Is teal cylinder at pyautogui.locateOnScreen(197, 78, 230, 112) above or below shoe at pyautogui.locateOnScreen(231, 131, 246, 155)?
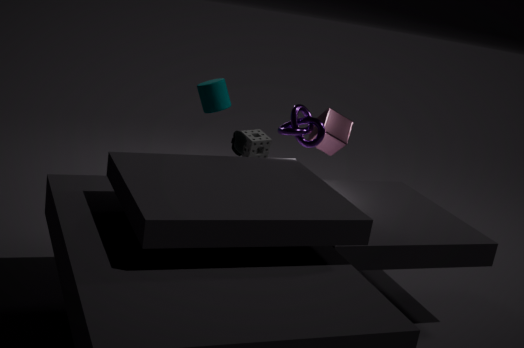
above
